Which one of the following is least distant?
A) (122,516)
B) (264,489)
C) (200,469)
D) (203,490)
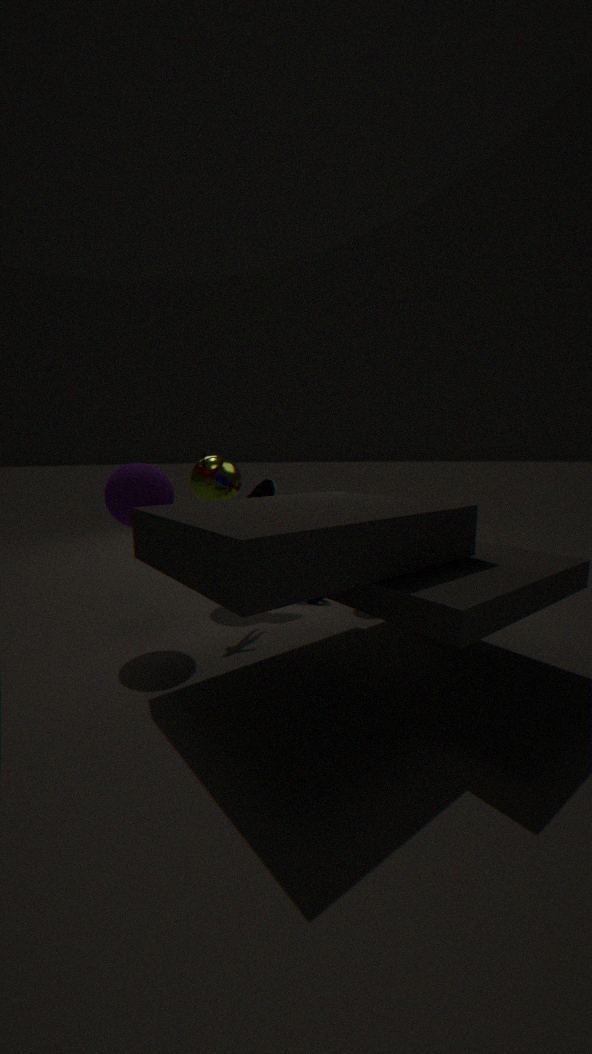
(122,516)
